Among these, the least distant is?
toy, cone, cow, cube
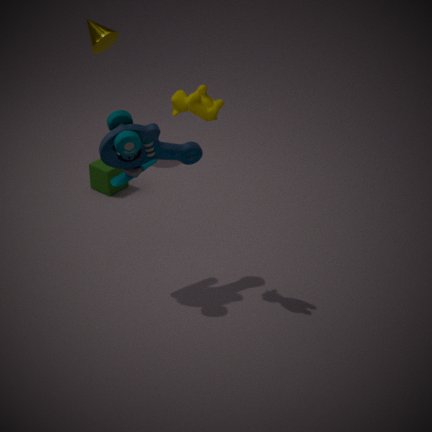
cow
